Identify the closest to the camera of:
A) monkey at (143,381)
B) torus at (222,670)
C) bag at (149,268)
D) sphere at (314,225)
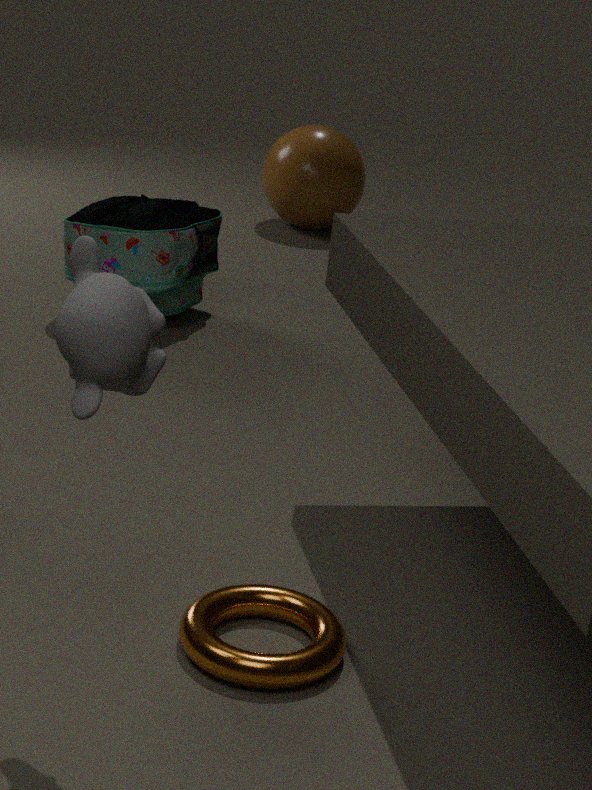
monkey at (143,381)
